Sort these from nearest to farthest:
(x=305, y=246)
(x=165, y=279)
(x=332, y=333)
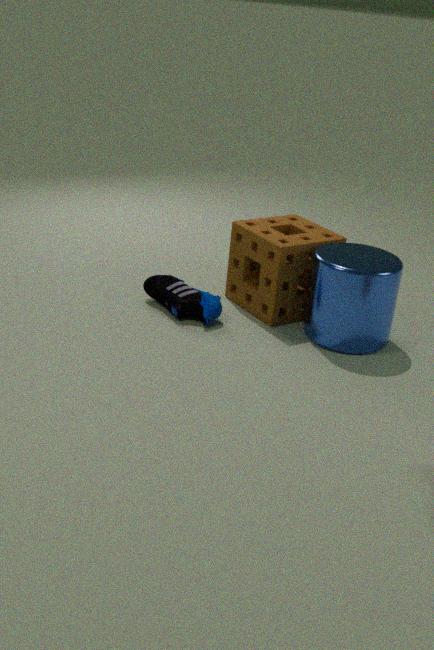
(x=332, y=333) → (x=305, y=246) → (x=165, y=279)
